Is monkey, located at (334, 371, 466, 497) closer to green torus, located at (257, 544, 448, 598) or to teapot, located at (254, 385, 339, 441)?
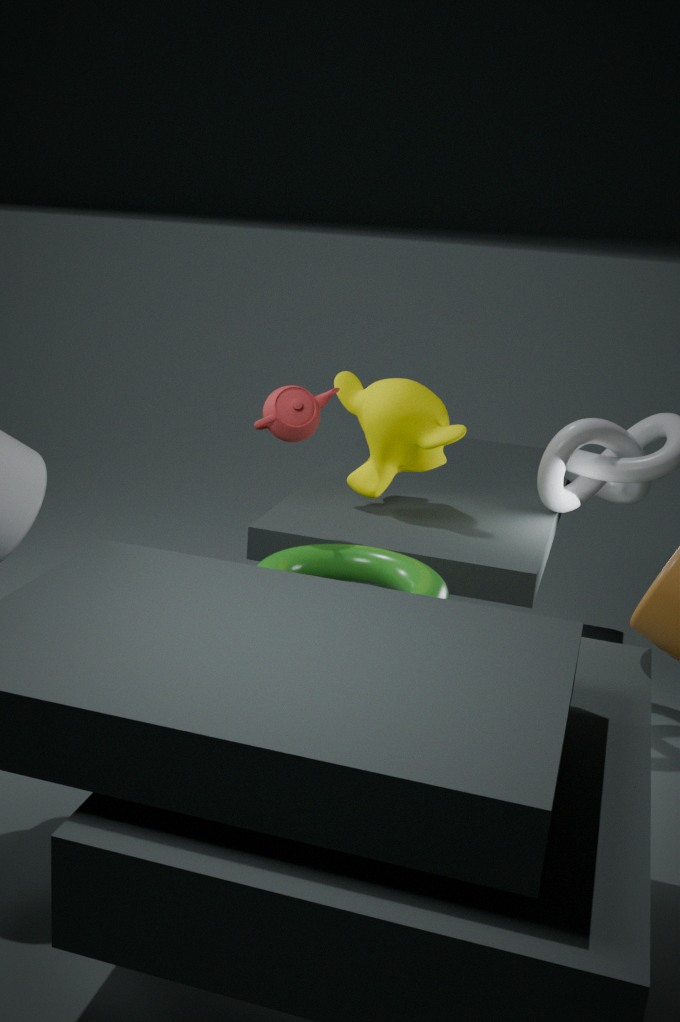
teapot, located at (254, 385, 339, 441)
